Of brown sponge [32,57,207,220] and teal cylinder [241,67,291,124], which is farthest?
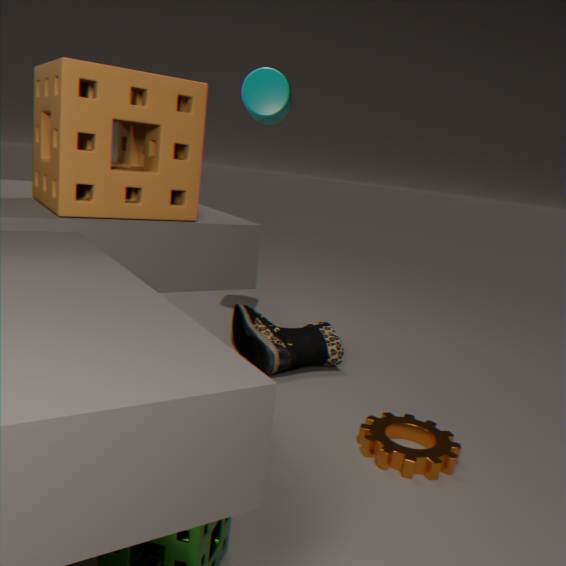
teal cylinder [241,67,291,124]
